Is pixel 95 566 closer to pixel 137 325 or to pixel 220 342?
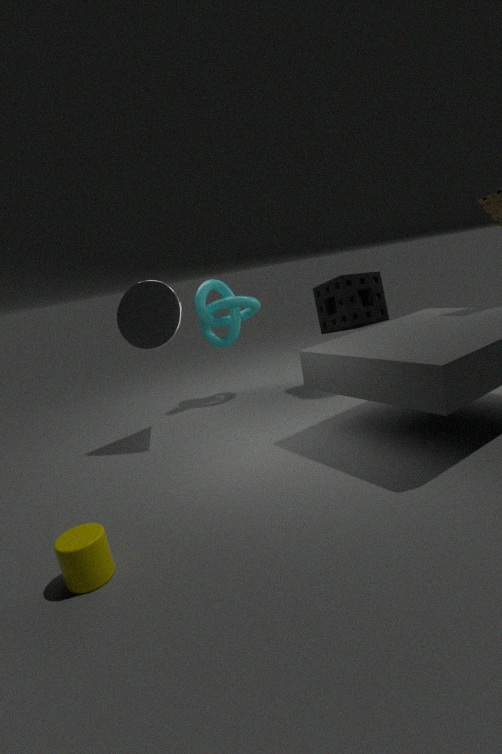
pixel 137 325
